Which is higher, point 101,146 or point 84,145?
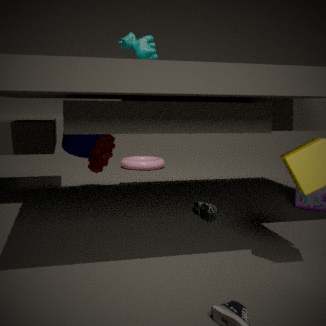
point 84,145
